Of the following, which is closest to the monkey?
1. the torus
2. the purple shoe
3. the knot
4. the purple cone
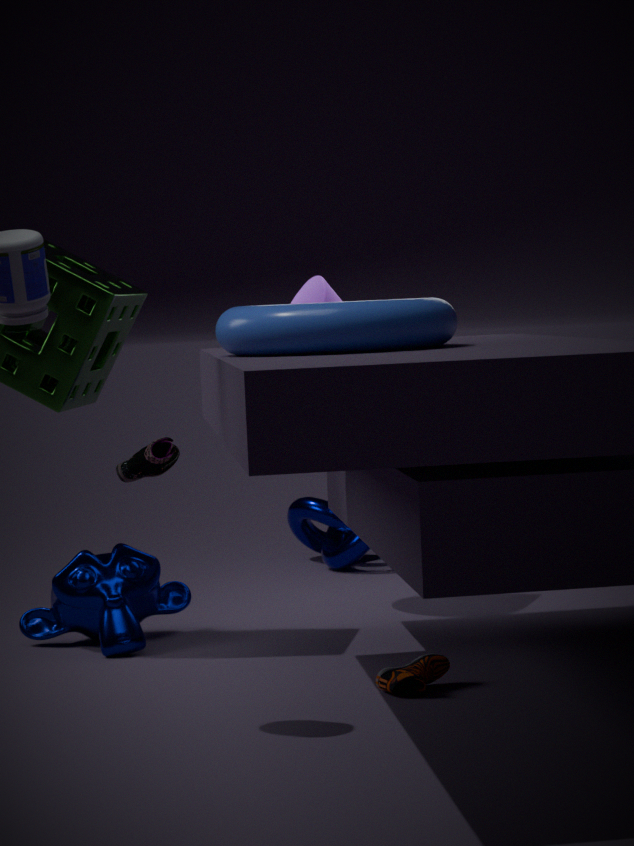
the purple shoe
